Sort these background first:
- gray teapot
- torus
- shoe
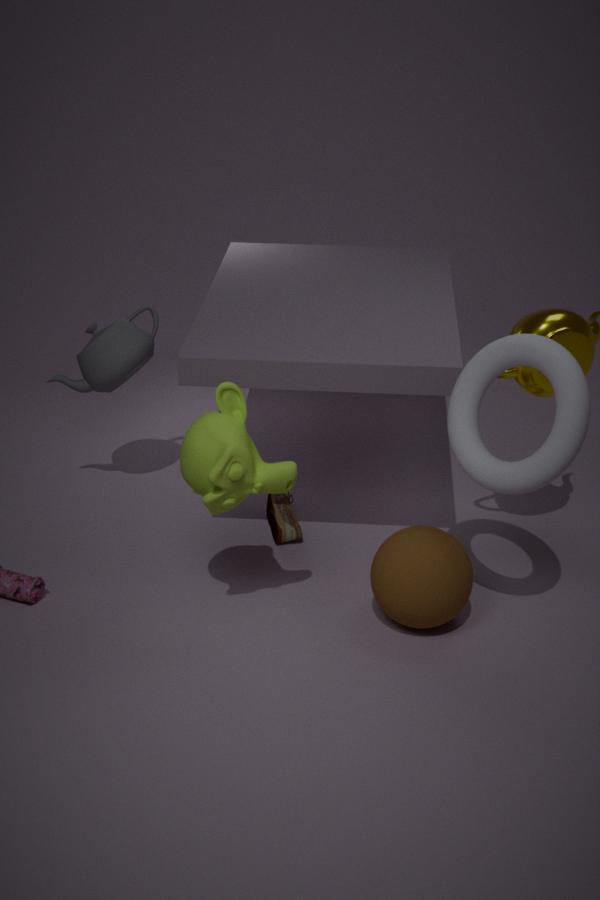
gray teapot < shoe < torus
